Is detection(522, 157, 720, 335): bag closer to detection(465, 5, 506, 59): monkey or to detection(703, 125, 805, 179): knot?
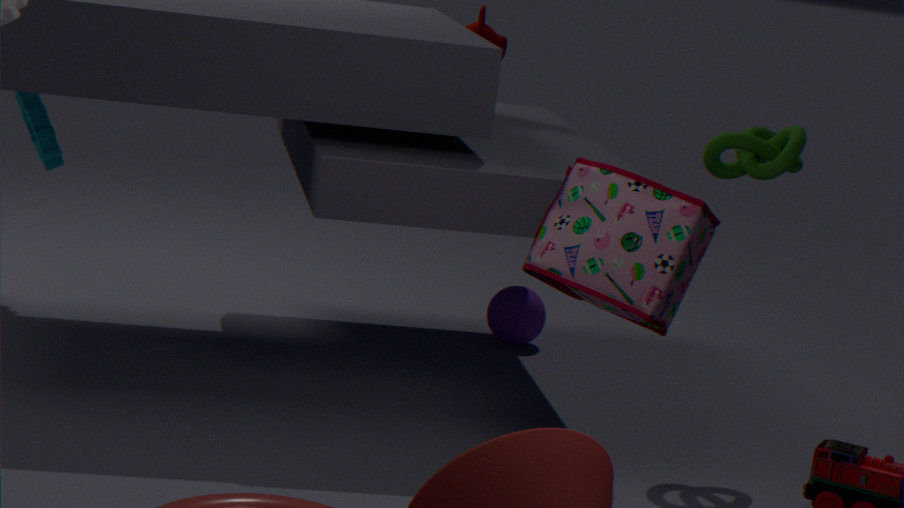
detection(703, 125, 805, 179): knot
